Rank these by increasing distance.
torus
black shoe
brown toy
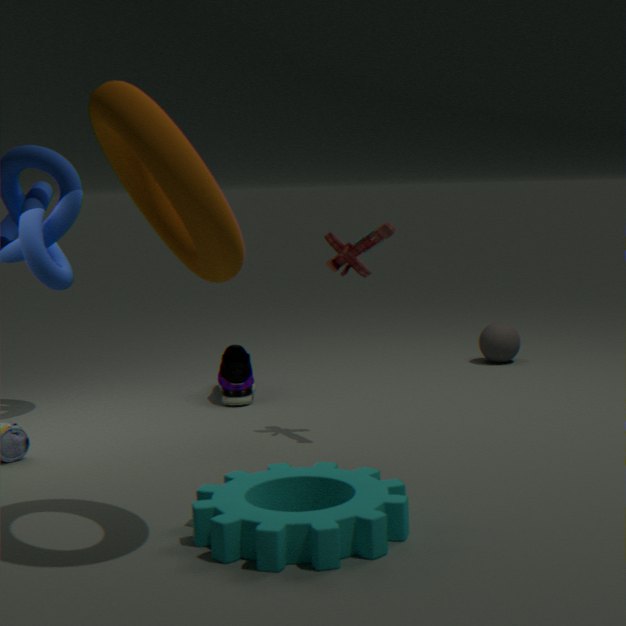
torus, brown toy, black shoe
